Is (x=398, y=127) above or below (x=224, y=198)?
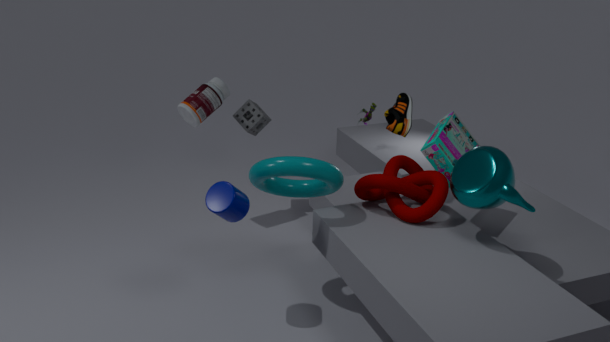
above
